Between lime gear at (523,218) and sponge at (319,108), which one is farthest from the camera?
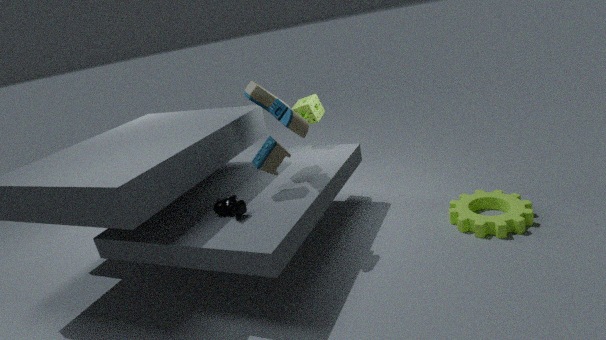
sponge at (319,108)
